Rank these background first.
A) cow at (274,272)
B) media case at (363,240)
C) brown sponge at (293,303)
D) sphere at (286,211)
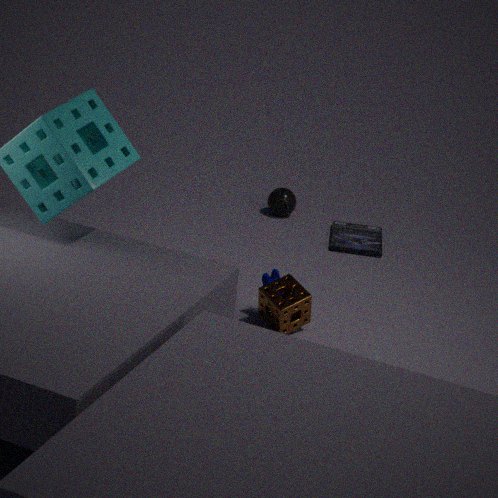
1. D. sphere at (286,211)
2. B. media case at (363,240)
3. A. cow at (274,272)
4. C. brown sponge at (293,303)
